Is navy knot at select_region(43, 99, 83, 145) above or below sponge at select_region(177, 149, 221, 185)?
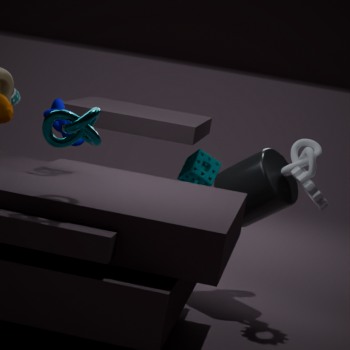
above
